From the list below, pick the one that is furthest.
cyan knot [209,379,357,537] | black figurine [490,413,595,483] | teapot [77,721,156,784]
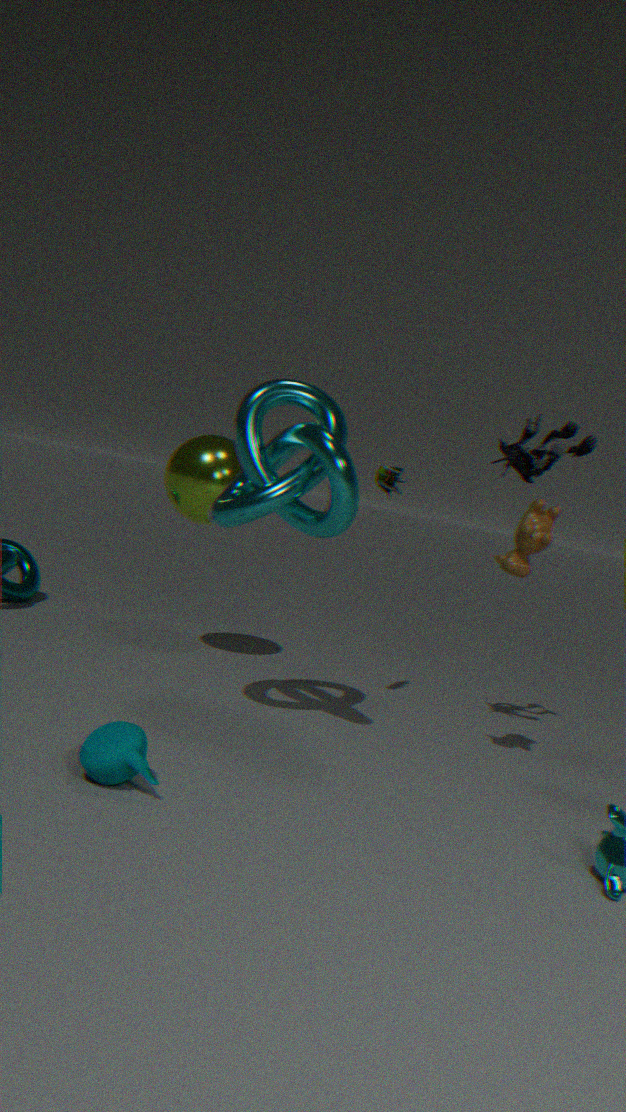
black figurine [490,413,595,483]
